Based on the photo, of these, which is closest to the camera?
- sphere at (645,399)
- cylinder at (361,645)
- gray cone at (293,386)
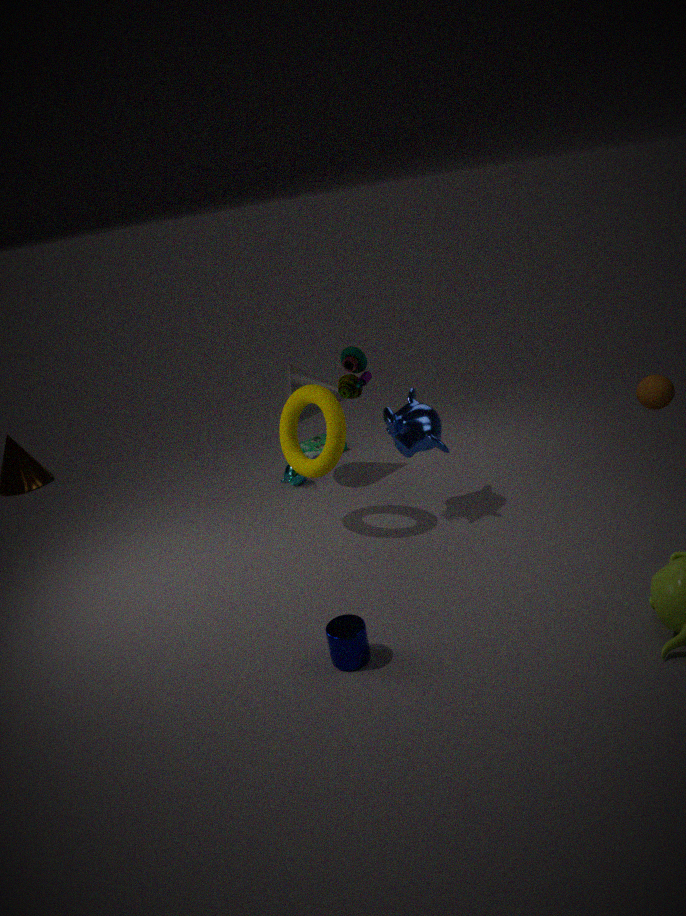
cylinder at (361,645)
